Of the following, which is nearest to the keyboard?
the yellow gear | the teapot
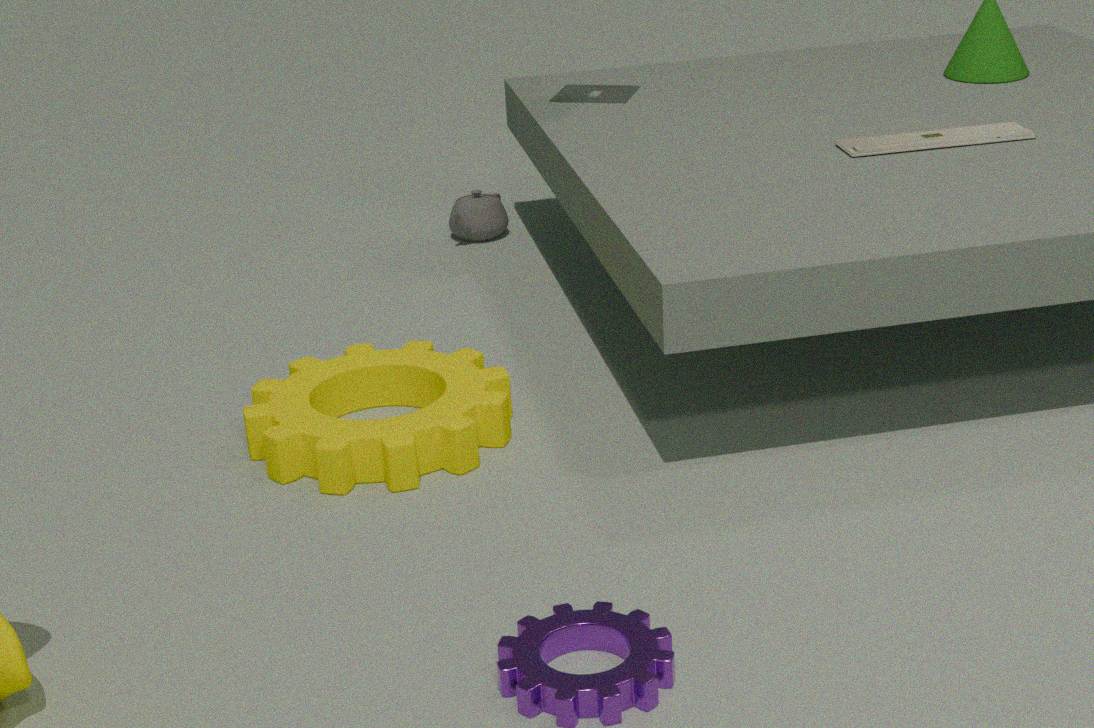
the yellow gear
